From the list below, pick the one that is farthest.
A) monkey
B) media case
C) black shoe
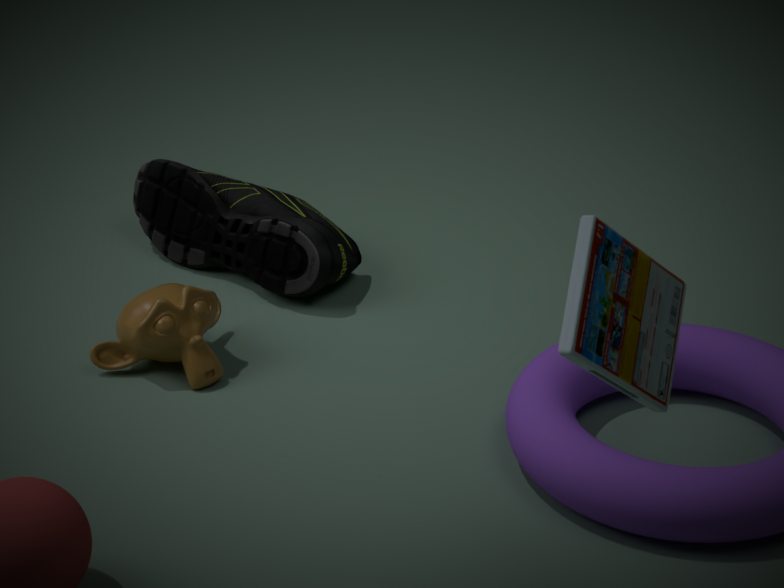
black shoe
